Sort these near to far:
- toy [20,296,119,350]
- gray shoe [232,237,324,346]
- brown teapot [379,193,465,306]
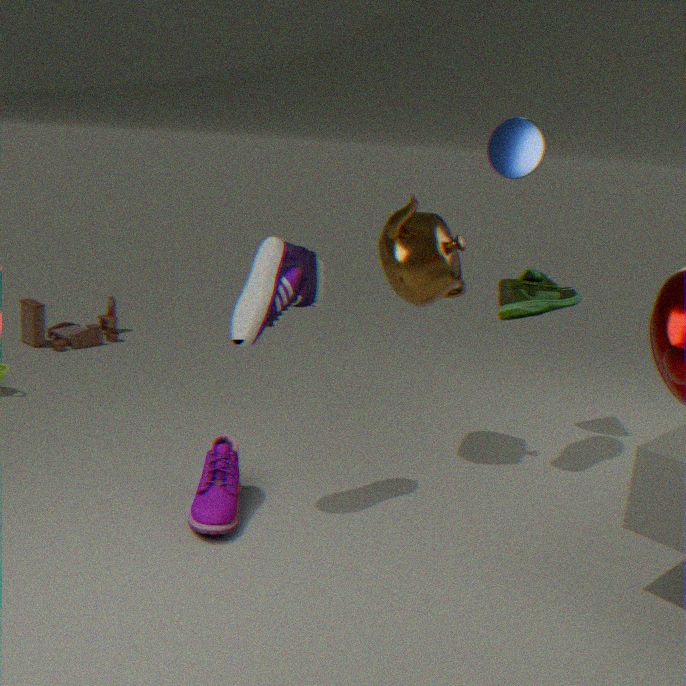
gray shoe [232,237,324,346], brown teapot [379,193,465,306], toy [20,296,119,350]
